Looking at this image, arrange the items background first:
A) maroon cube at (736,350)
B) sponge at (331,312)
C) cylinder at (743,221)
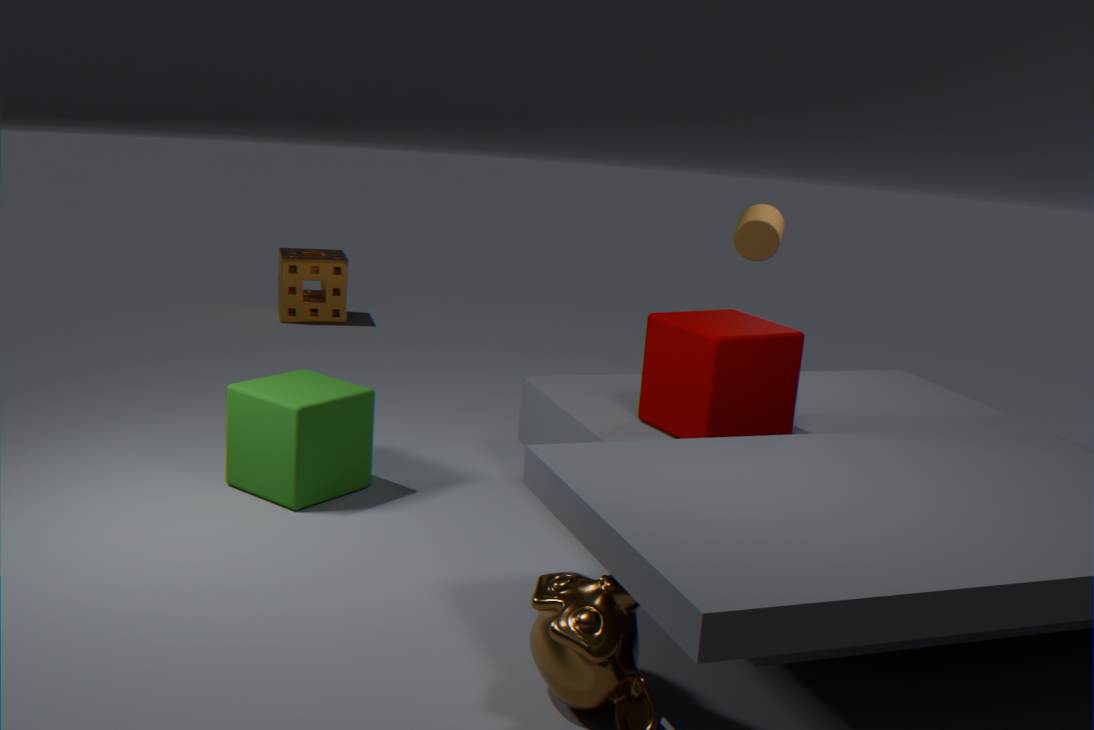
B. sponge at (331,312)
C. cylinder at (743,221)
A. maroon cube at (736,350)
